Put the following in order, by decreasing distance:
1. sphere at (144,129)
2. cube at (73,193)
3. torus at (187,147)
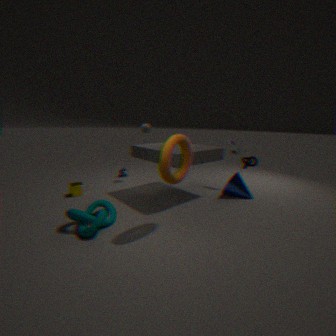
sphere at (144,129) < cube at (73,193) < torus at (187,147)
